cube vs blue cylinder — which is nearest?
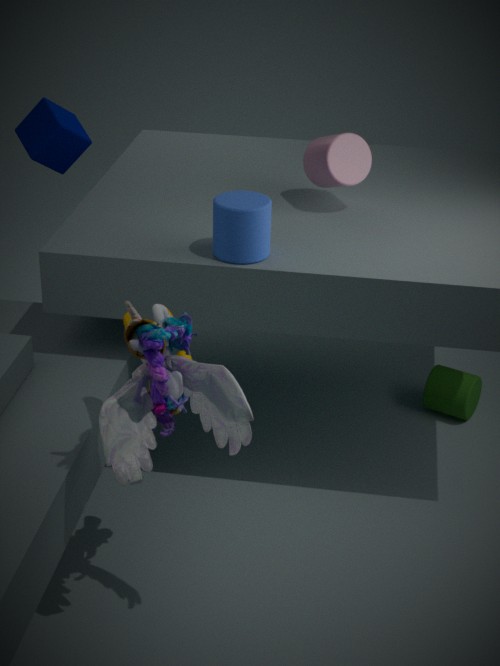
blue cylinder
